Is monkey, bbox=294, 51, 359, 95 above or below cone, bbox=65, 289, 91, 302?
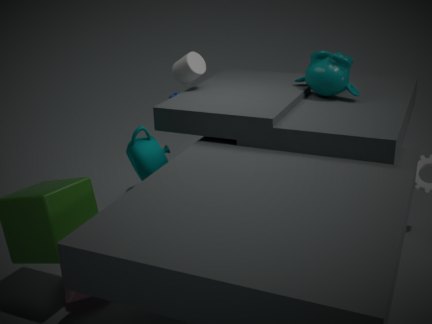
above
